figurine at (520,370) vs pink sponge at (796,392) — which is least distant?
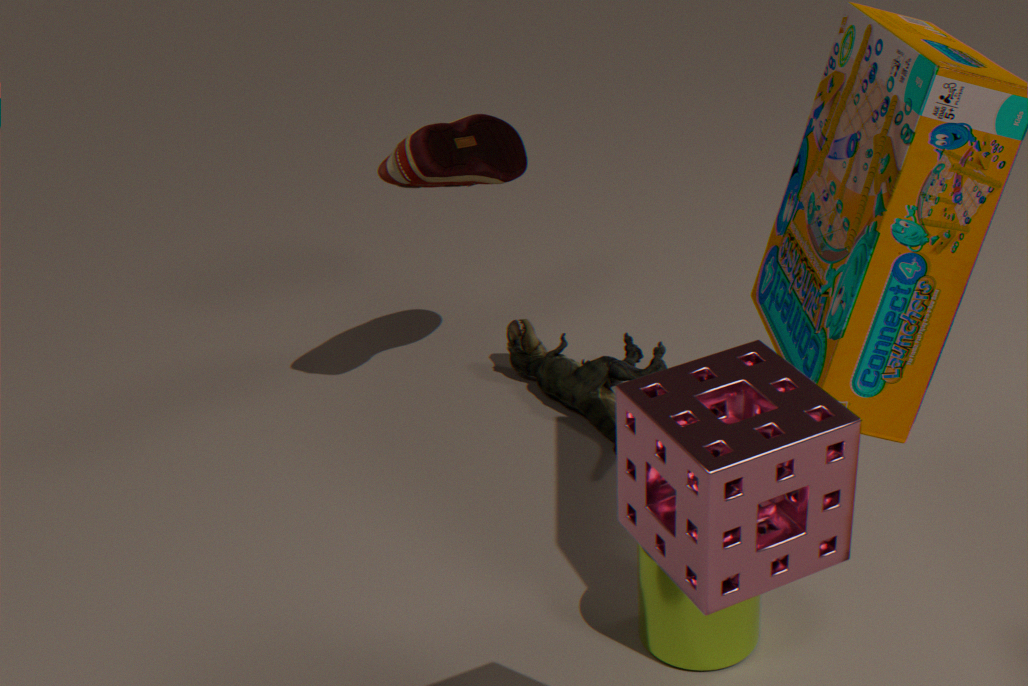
pink sponge at (796,392)
